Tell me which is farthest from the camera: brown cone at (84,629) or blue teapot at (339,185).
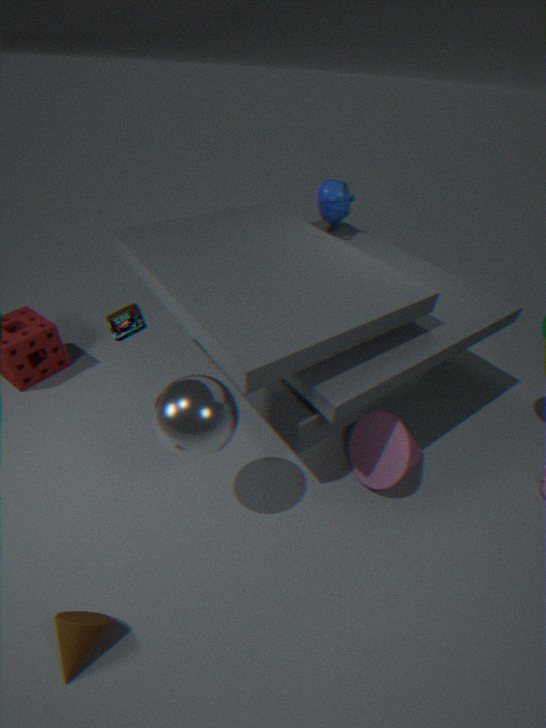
blue teapot at (339,185)
